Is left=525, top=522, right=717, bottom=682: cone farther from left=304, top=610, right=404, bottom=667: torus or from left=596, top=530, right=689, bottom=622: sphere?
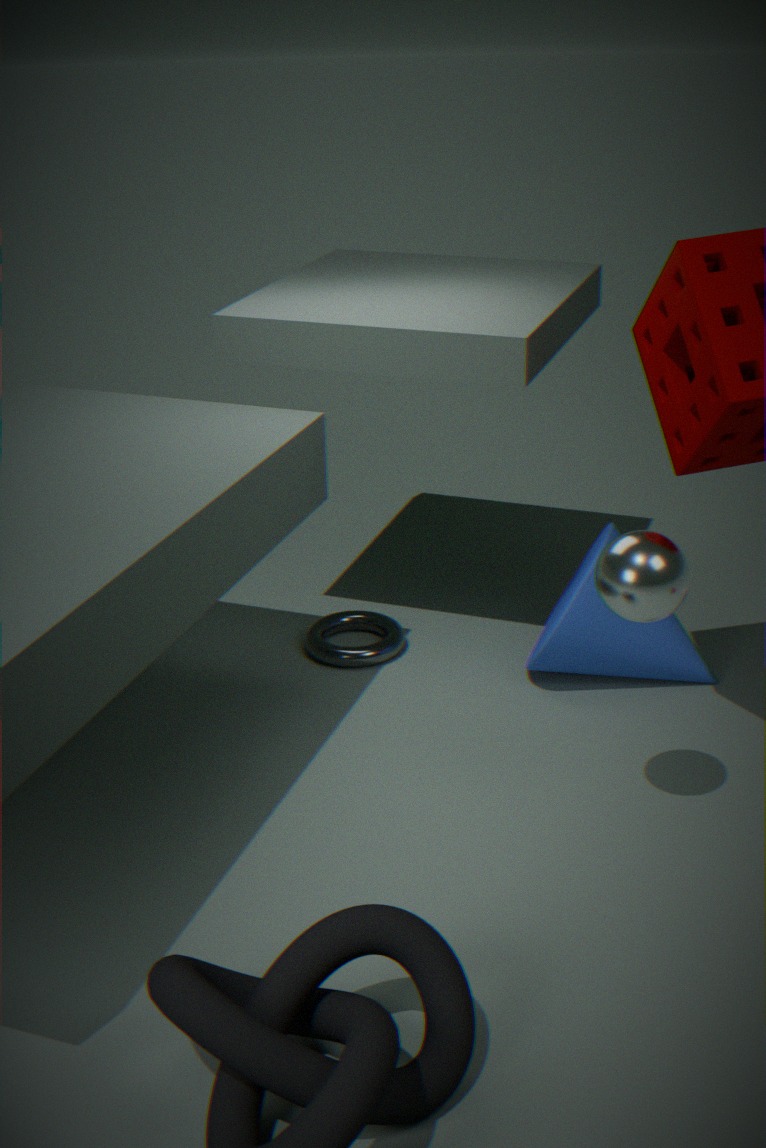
left=596, top=530, right=689, bottom=622: sphere
